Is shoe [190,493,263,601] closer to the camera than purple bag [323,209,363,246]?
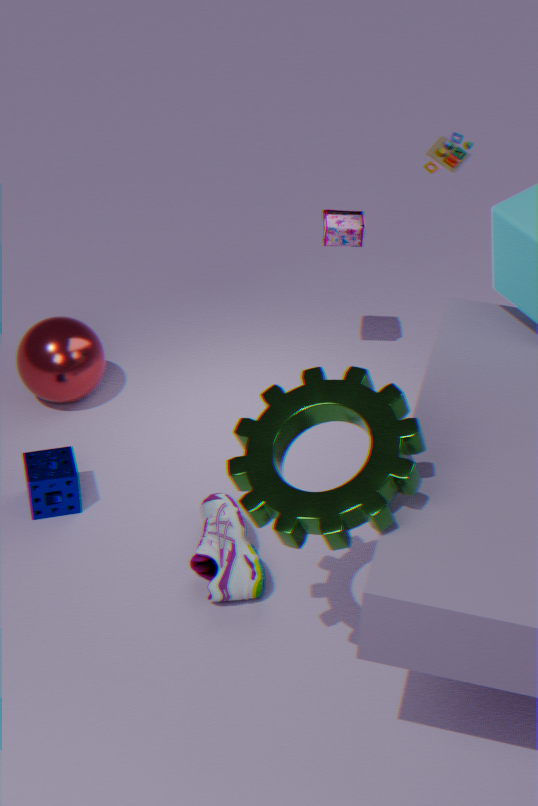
Yes
